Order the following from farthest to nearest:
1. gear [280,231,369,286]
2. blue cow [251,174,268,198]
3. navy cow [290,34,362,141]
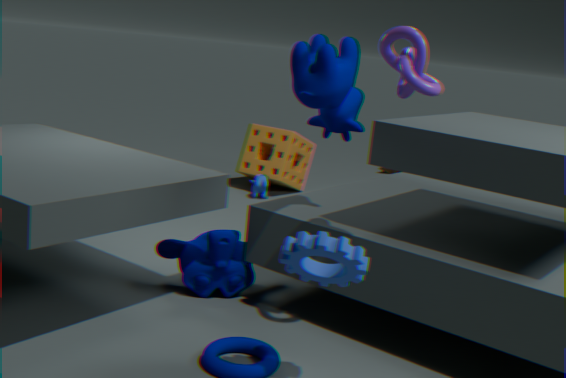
blue cow [251,174,268,198] < navy cow [290,34,362,141] < gear [280,231,369,286]
